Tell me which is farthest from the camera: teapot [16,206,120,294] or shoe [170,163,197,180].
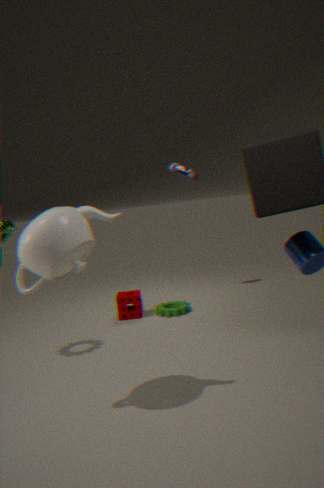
shoe [170,163,197,180]
